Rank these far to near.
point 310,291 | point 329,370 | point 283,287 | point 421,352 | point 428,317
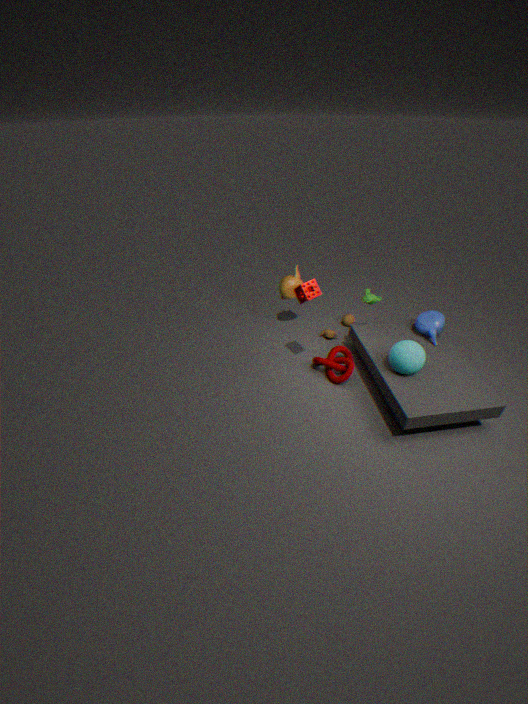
point 283,287 → point 329,370 → point 428,317 → point 310,291 → point 421,352
